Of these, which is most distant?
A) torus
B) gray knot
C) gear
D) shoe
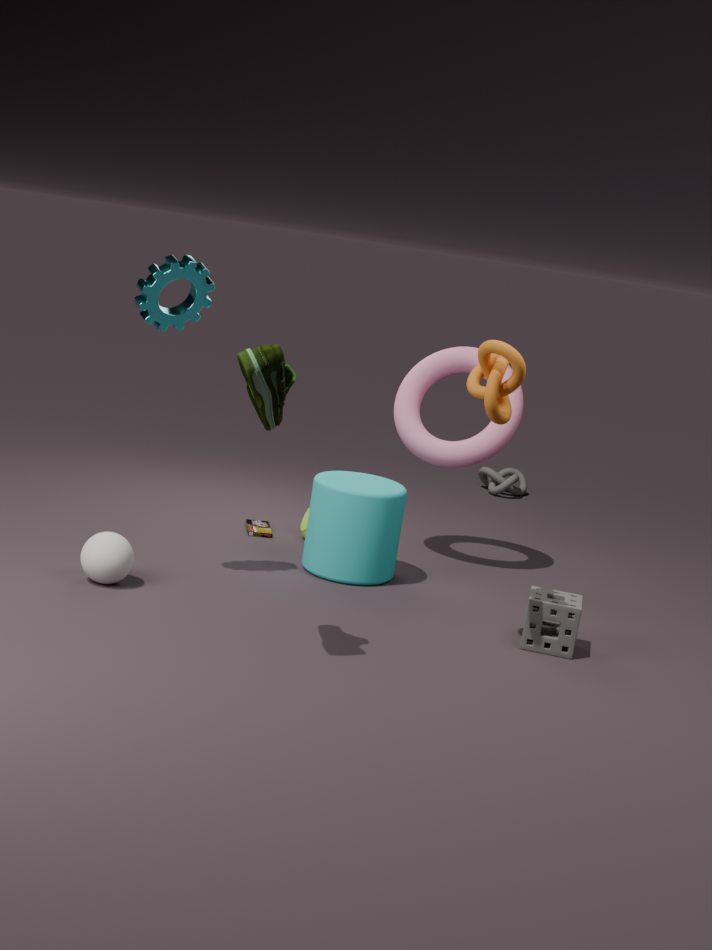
gray knot
